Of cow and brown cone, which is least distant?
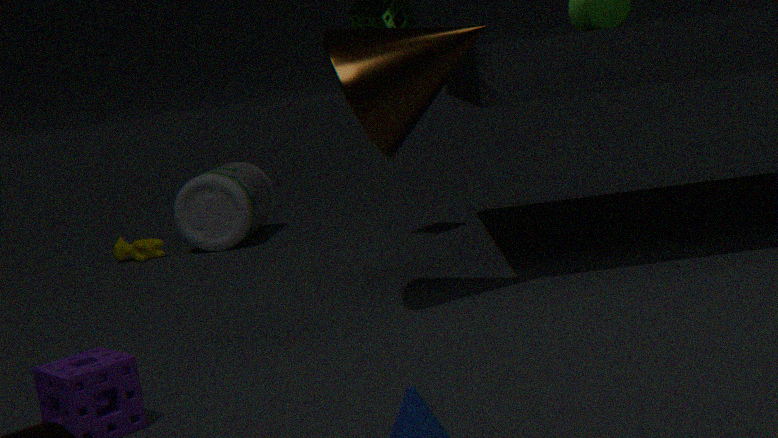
brown cone
